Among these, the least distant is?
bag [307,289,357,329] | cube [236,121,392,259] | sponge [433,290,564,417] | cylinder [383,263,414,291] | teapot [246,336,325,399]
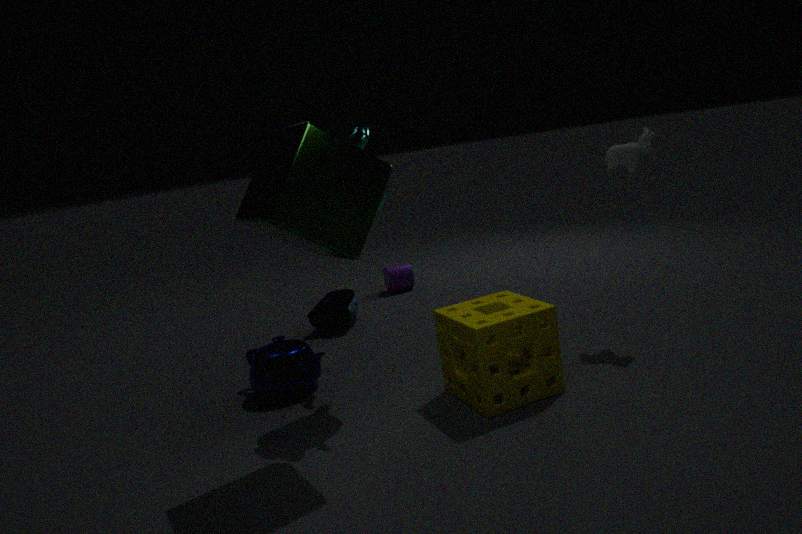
cube [236,121,392,259]
